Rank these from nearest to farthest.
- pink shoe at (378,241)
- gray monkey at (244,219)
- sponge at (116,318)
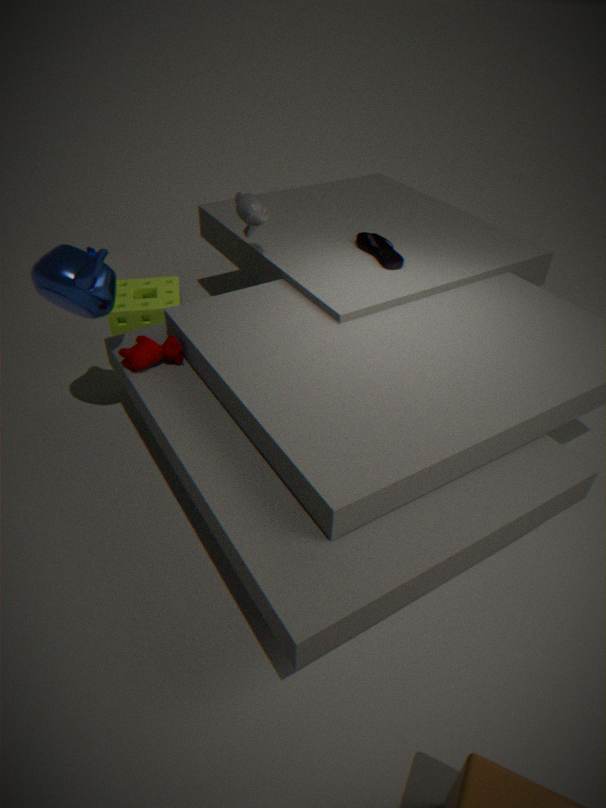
gray monkey at (244,219), pink shoe at (378,241), sponge at (116,318)
